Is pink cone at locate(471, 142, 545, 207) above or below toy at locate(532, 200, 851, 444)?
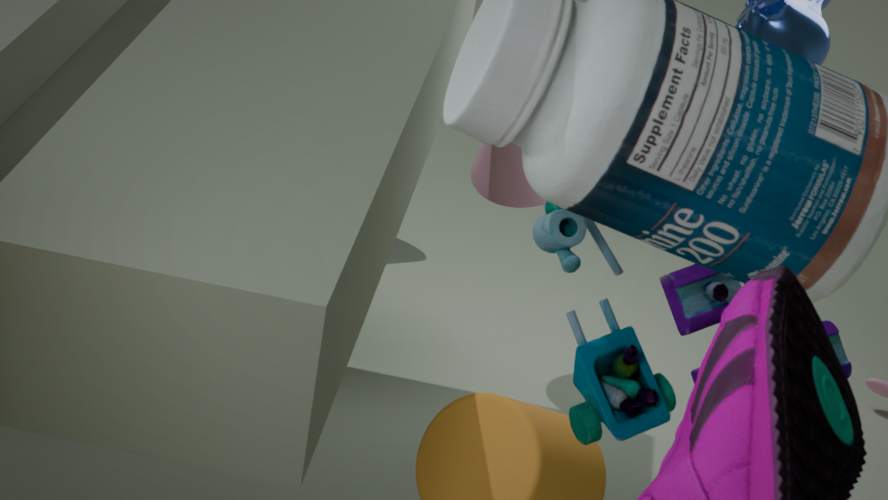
below
